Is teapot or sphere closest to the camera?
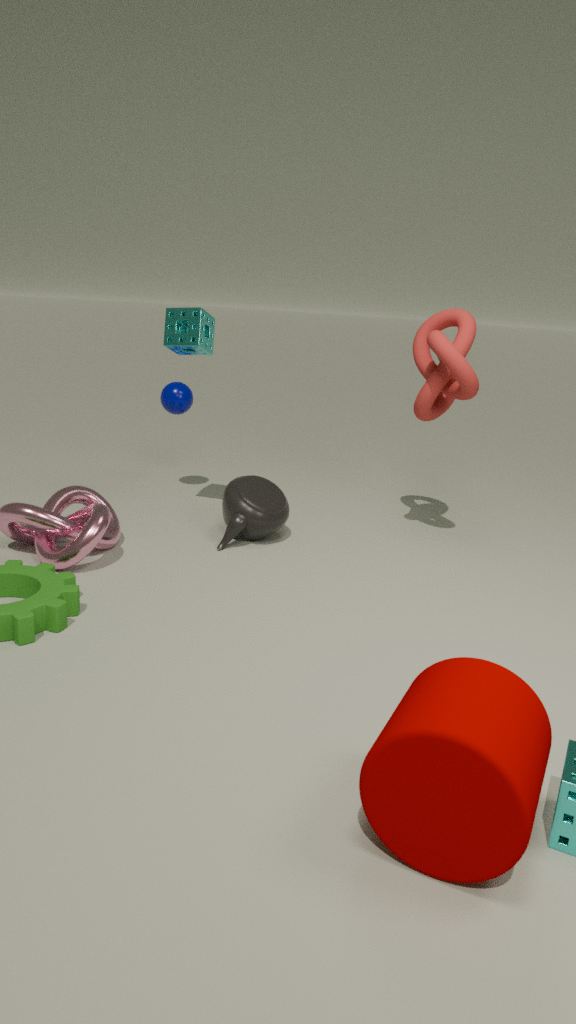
teapot
